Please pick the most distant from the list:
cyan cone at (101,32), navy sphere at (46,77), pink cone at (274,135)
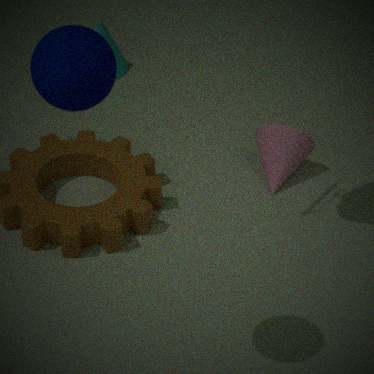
cyan cone at (101,32)
